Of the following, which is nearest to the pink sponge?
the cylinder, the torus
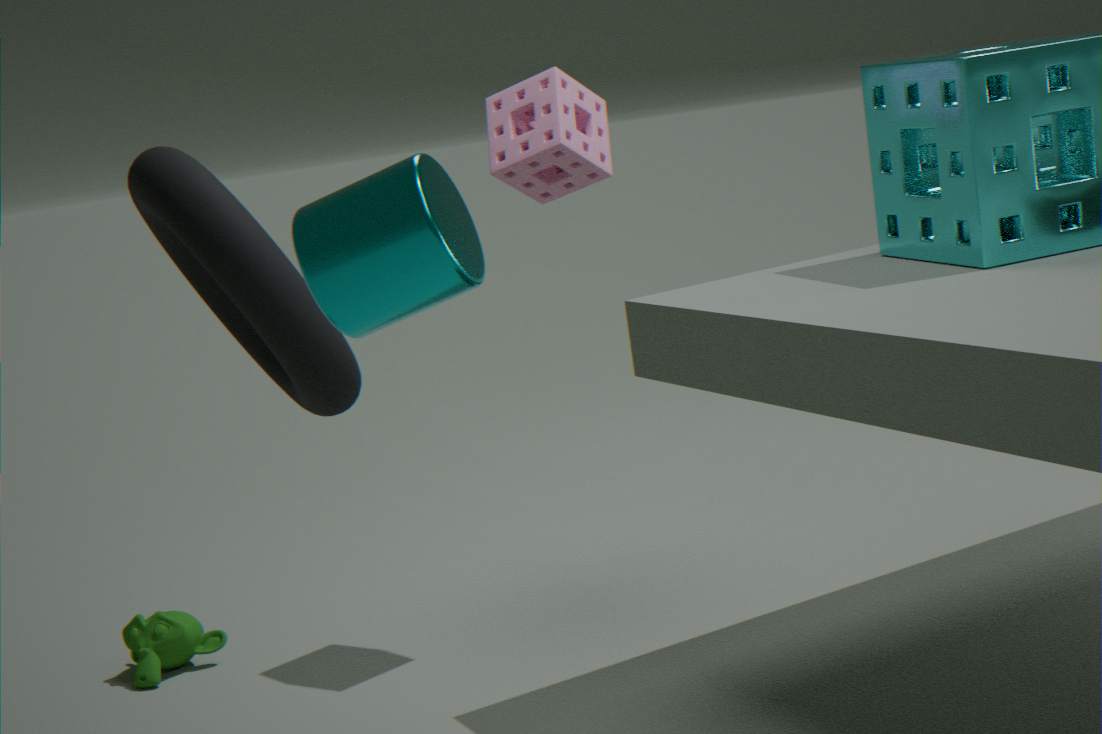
the torus
